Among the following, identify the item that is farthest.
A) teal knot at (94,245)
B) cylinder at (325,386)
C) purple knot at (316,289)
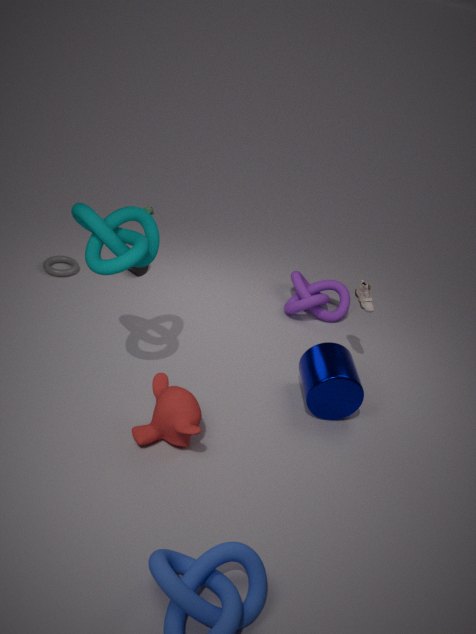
purple knot at (316,289)
